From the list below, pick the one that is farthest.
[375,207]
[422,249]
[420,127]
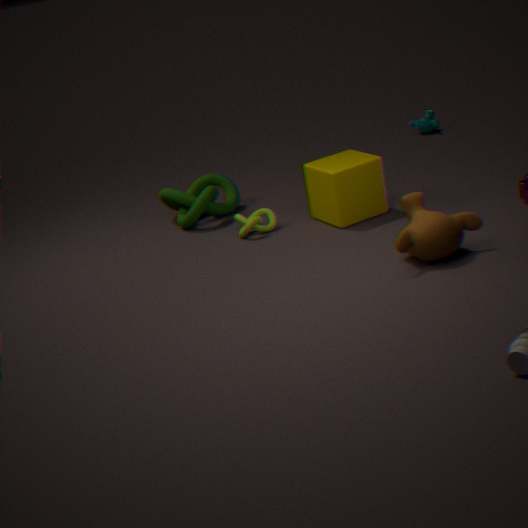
[420,127]
